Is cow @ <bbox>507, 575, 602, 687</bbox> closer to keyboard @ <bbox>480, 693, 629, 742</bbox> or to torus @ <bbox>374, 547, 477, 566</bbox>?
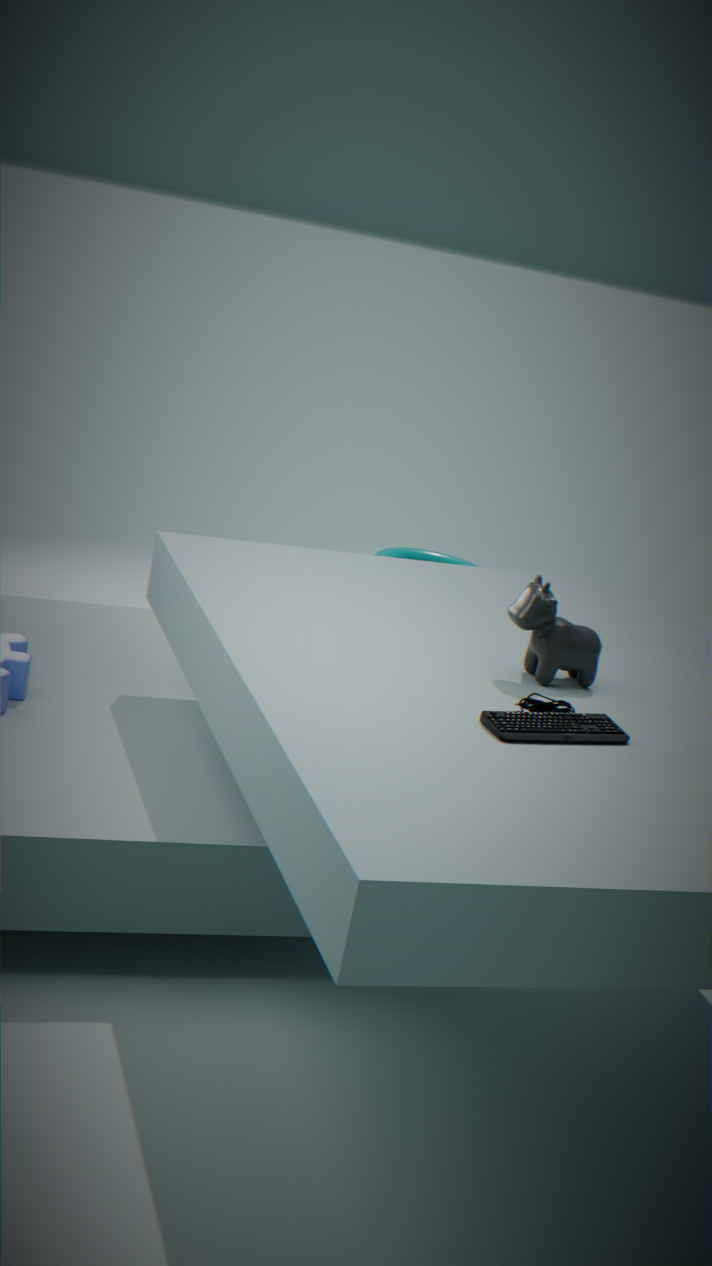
keyboard @ <bbox>480, 693, 629, 742</bbox>
